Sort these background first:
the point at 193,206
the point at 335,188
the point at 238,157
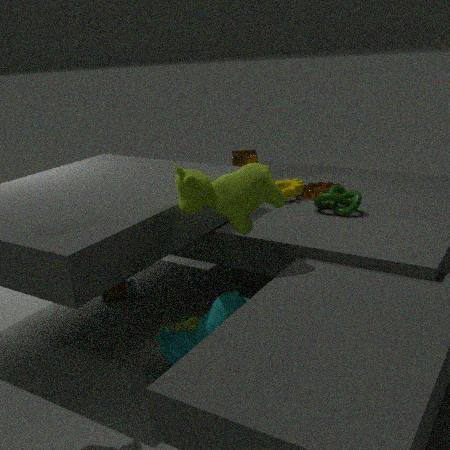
1. the point at 238,157
2. the point at 335,188
3. the point at 193,206
